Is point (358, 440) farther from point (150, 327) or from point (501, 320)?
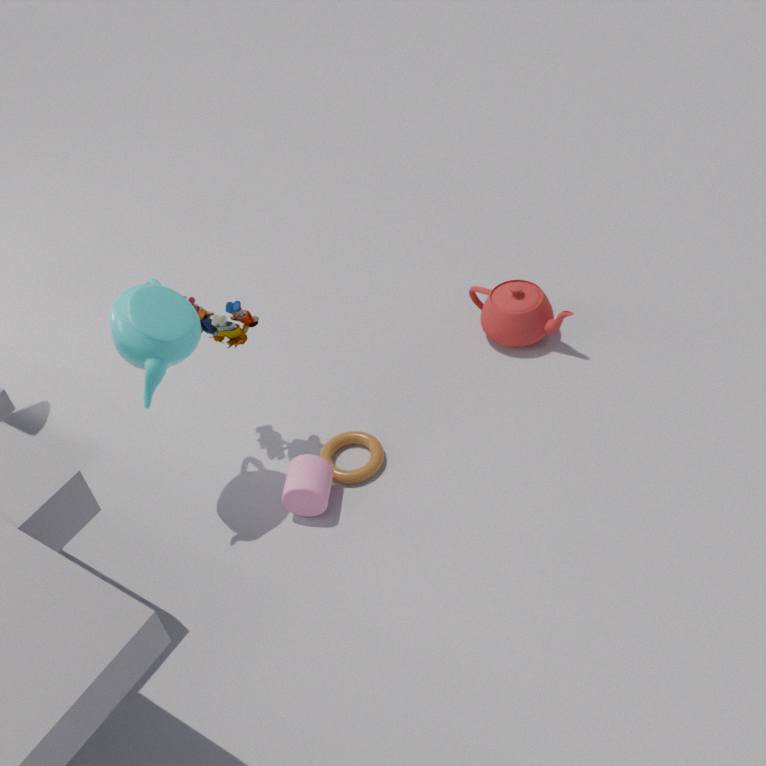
point (501, 320)
